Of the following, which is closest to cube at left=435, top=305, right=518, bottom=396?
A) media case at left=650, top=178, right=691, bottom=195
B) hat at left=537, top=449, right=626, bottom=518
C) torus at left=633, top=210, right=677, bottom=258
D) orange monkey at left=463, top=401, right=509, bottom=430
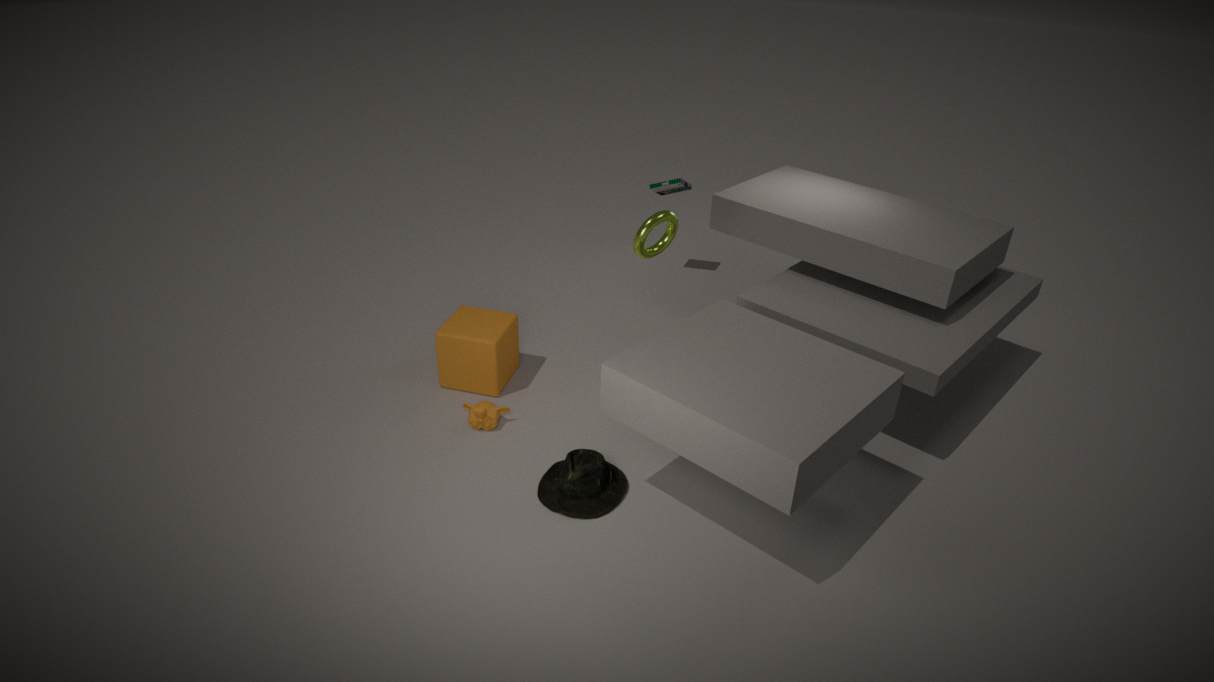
orange monkey at left=463, top=401, right=509, bottom=430
